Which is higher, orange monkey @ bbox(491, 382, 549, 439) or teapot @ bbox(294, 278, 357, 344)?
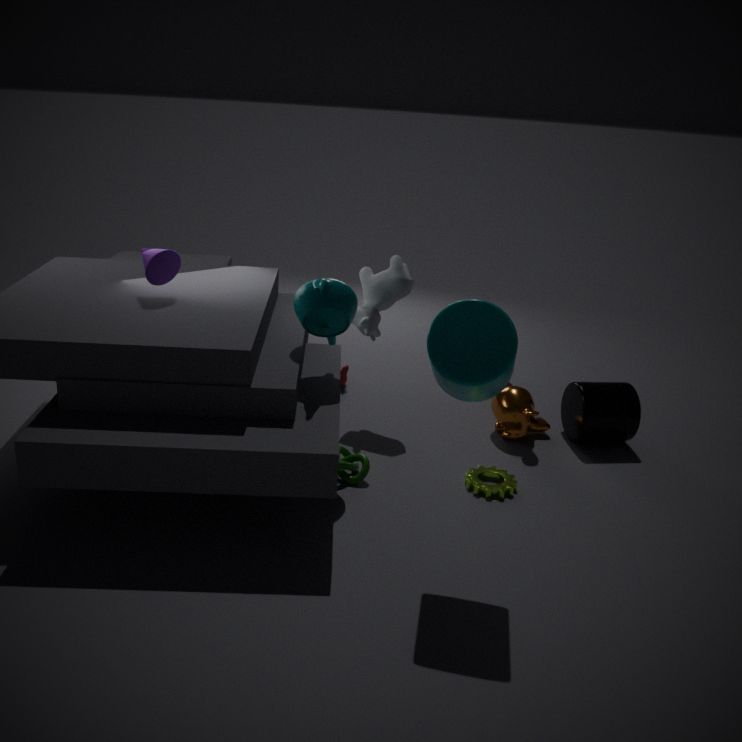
teapot @ bbox(294, 278, 357, 344)
